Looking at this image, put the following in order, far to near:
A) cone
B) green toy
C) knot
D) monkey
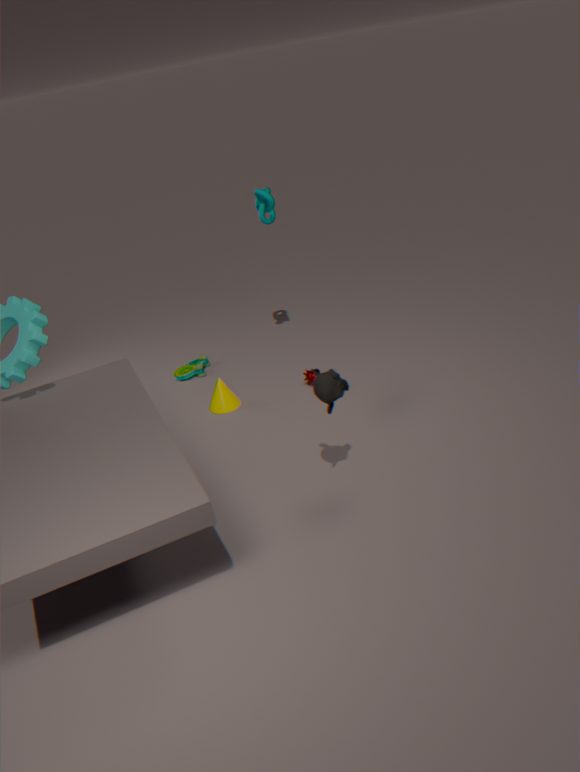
1. green toy
2. knot
3. cone
4. monkey
